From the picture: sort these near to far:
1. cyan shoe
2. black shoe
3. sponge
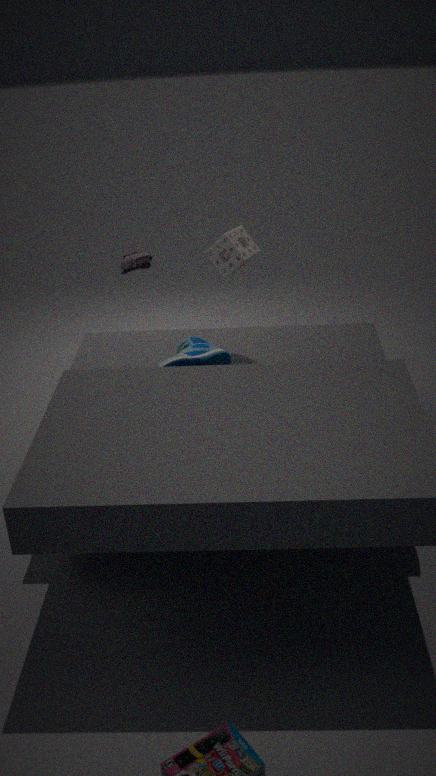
cyan shoe
sponge
black shoe
